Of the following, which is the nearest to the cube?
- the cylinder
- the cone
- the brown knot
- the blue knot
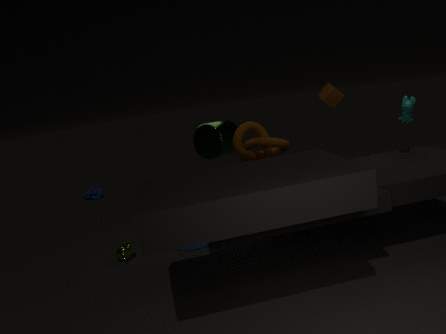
the brown knot
